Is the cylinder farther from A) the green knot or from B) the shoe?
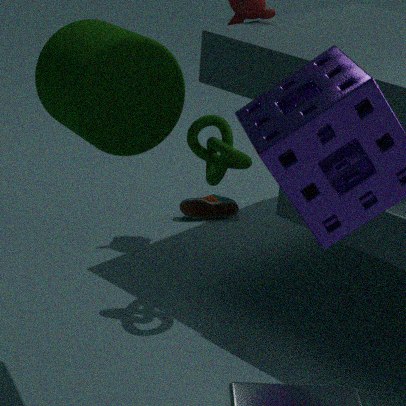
B) the shoe
